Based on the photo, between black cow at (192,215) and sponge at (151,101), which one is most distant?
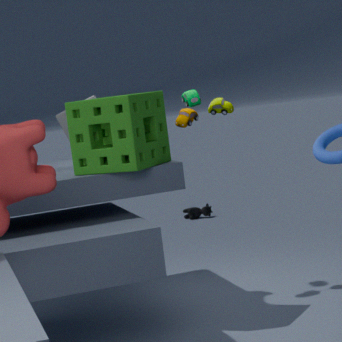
black cow at (192,215)
